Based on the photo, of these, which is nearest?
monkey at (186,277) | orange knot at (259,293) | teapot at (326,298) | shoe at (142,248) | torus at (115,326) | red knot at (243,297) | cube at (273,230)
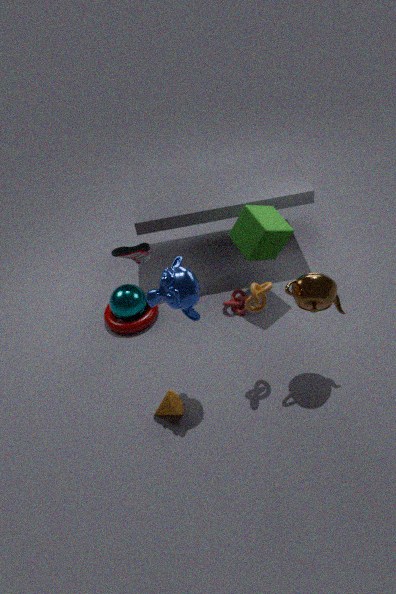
monkey at (186,277)
